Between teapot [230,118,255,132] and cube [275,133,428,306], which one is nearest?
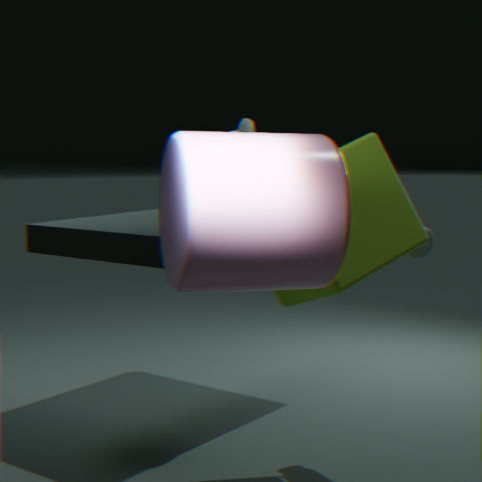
cube [275,133,428,306]
